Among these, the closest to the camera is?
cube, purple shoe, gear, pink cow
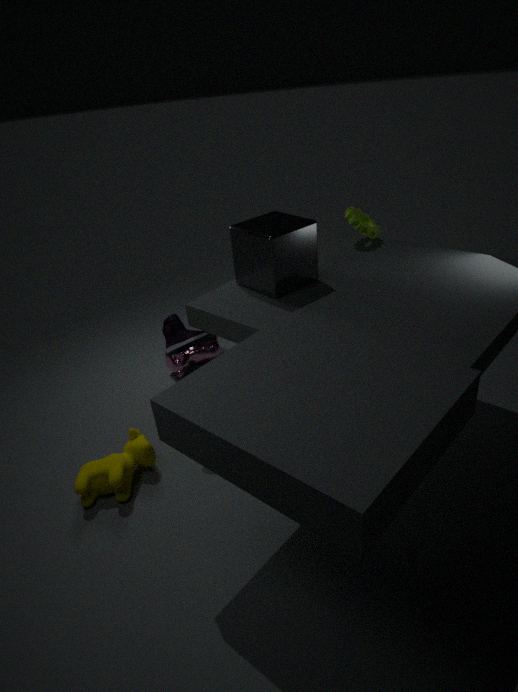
cube
